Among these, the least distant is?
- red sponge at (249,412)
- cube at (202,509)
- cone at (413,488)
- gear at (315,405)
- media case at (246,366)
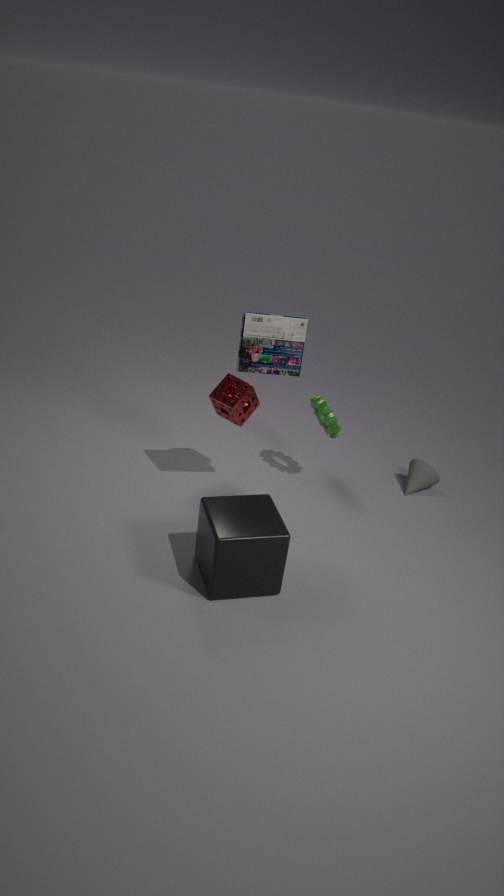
cube at (202,509)
